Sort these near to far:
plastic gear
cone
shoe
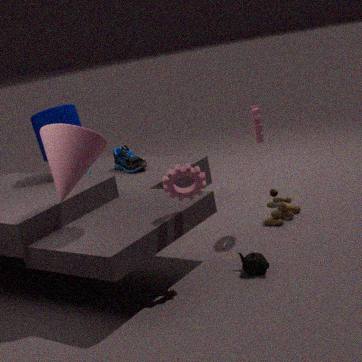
1. cone
2. plastic gear
3. shoe
